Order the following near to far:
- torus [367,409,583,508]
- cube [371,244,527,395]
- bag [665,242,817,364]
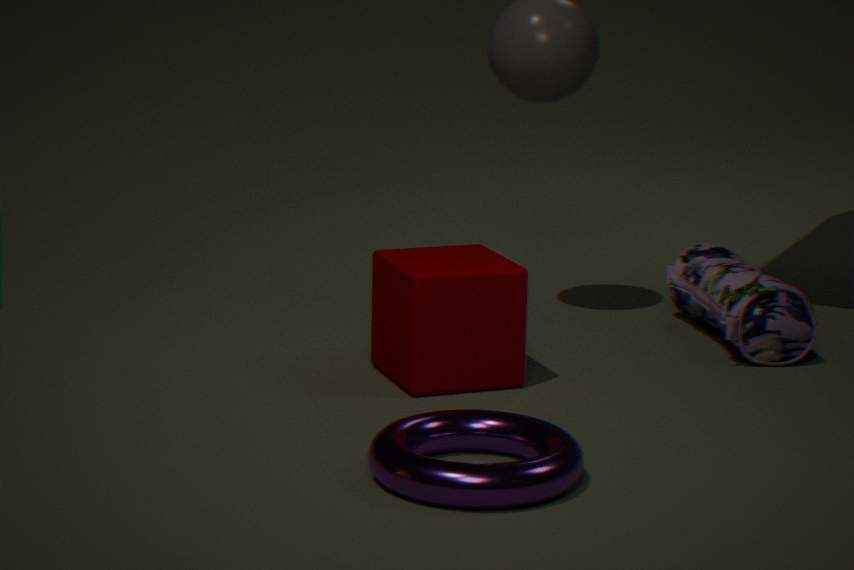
torus [367,409,583,508], cube [371,244,527,395], bag [665,242,817,364]
